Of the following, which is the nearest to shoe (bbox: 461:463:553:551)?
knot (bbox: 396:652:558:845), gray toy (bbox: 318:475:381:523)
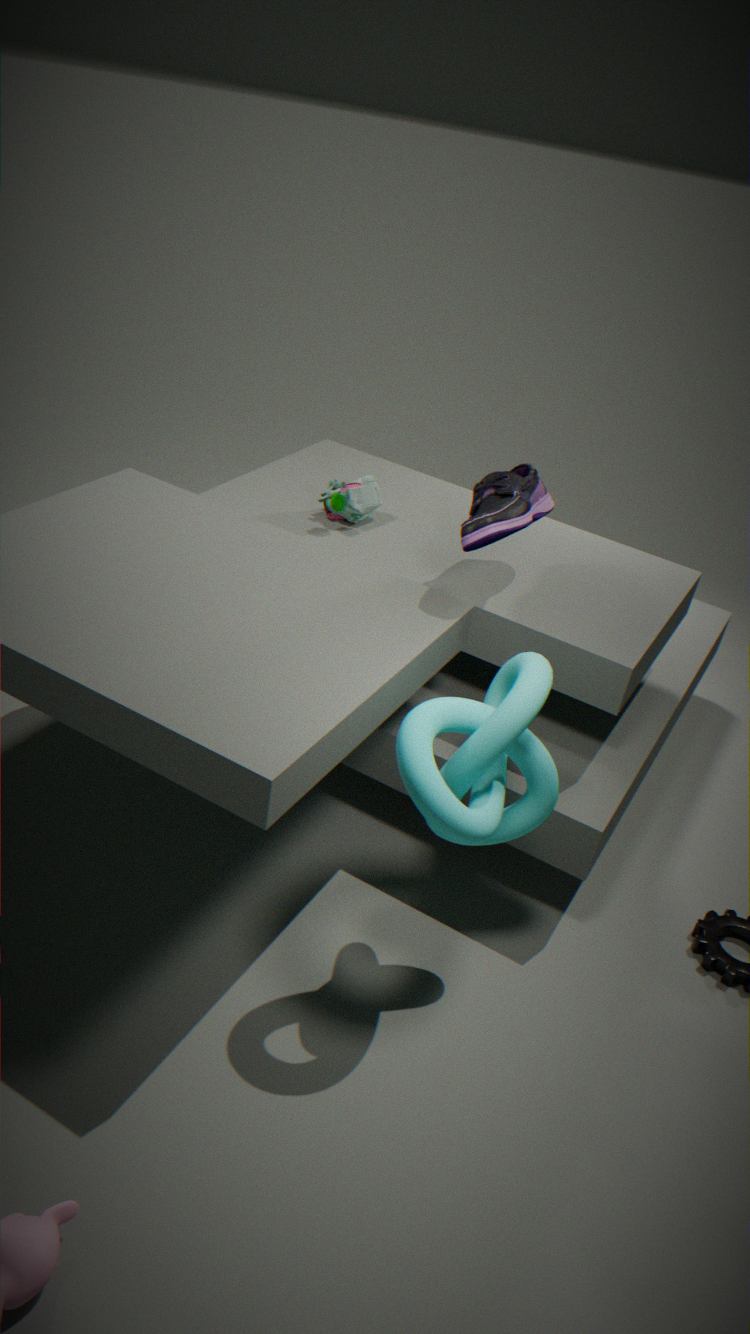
knot (bbox: 396:652:558:845)
